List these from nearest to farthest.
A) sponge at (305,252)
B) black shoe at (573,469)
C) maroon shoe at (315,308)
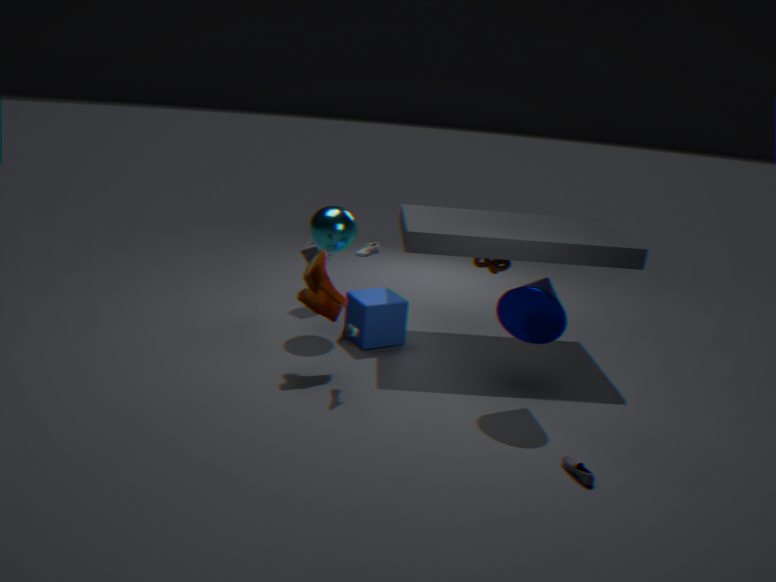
black shoe at (573,469), maroon shoe at (315,308), sponge at (305,252)
